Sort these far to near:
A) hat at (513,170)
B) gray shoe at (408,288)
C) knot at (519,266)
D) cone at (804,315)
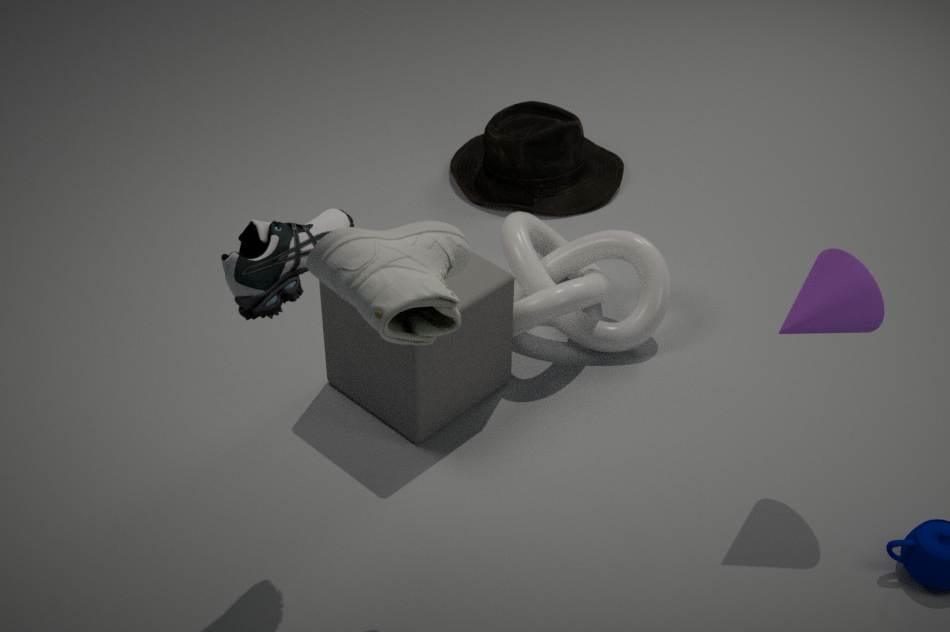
hat at (513,170) < knot at (519,266) < cone at (804,315) < gray shoe at (408,288)
